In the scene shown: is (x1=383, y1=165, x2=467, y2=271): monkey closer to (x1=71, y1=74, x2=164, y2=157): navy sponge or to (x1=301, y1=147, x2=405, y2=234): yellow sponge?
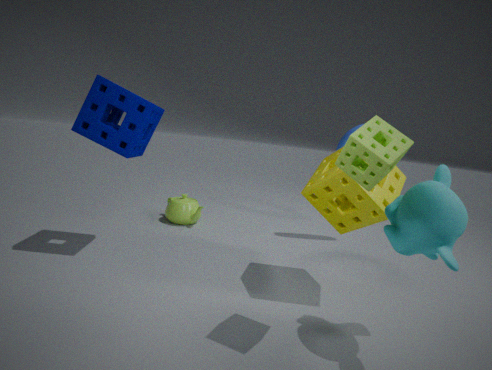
(x1=301, y1=147, x2=405, y2=234): yellow sponge
